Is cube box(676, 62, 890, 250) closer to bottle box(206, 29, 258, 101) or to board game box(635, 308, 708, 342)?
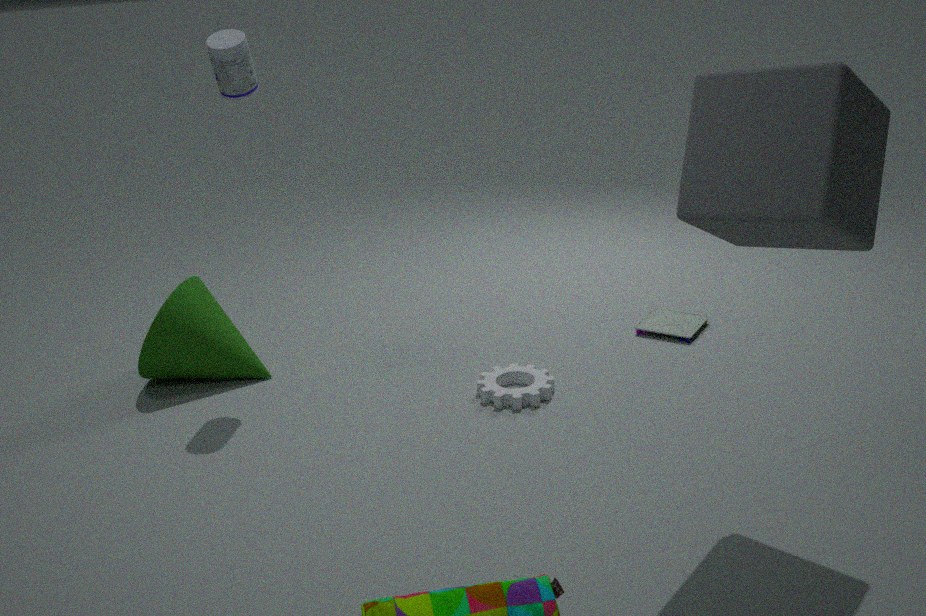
board game box(635, 308, 708, 342)
